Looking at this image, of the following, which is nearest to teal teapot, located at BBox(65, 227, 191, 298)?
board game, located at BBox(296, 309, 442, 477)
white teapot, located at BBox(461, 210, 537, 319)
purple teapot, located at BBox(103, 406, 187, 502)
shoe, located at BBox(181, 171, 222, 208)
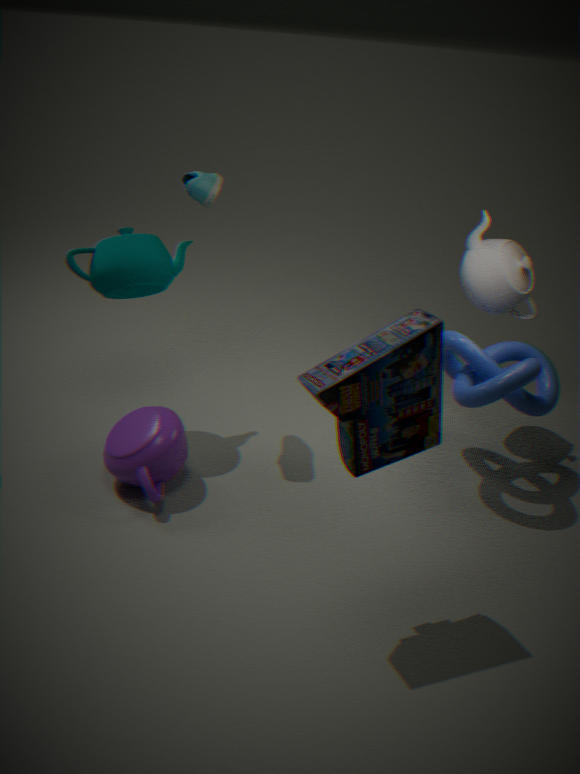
shoe, located at BBox(181, 171, 222, 208)
